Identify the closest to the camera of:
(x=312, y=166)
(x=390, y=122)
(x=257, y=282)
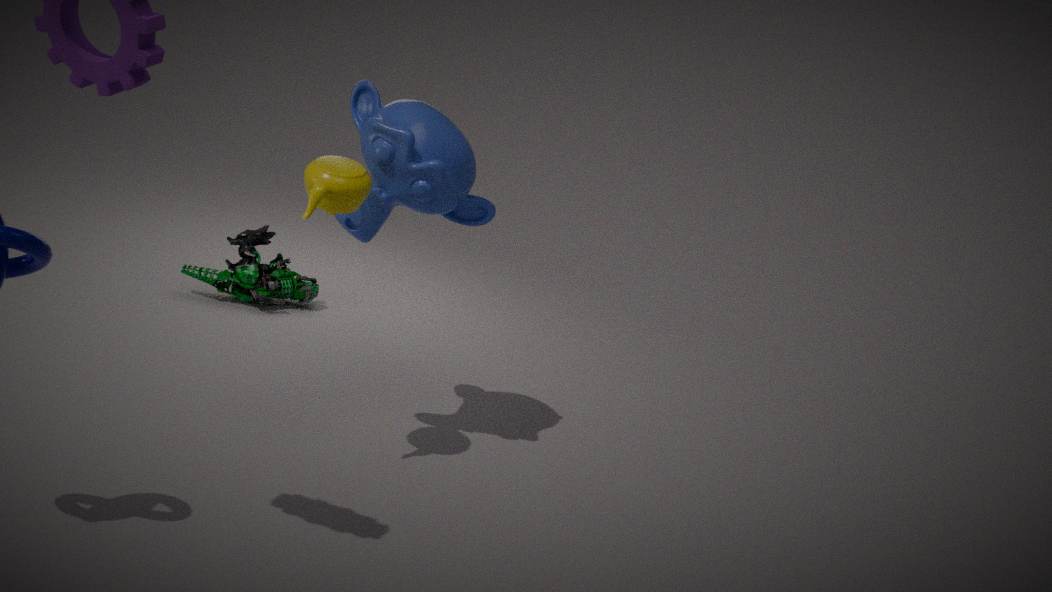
(x=312, y=166)
